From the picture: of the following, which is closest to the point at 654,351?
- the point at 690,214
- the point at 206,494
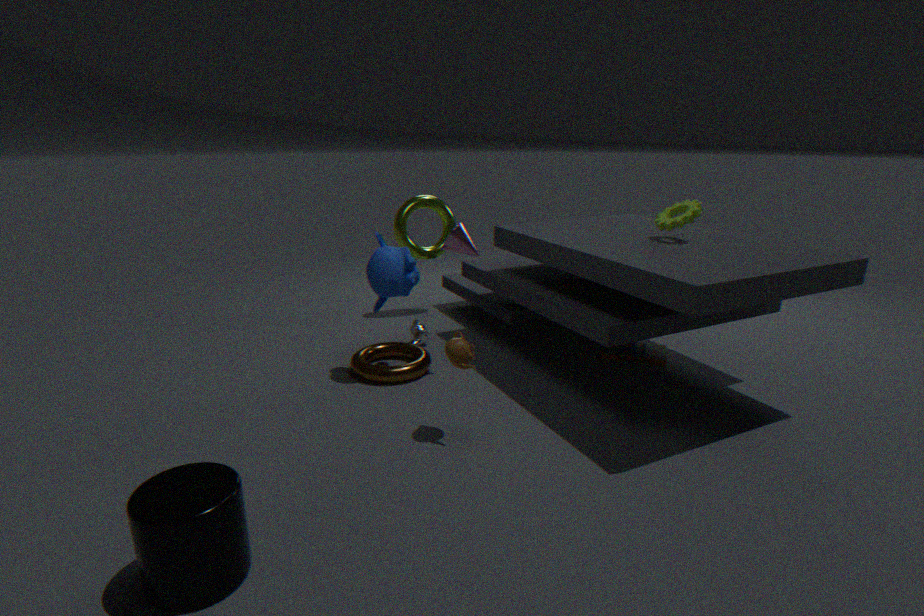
the point at 690,214
